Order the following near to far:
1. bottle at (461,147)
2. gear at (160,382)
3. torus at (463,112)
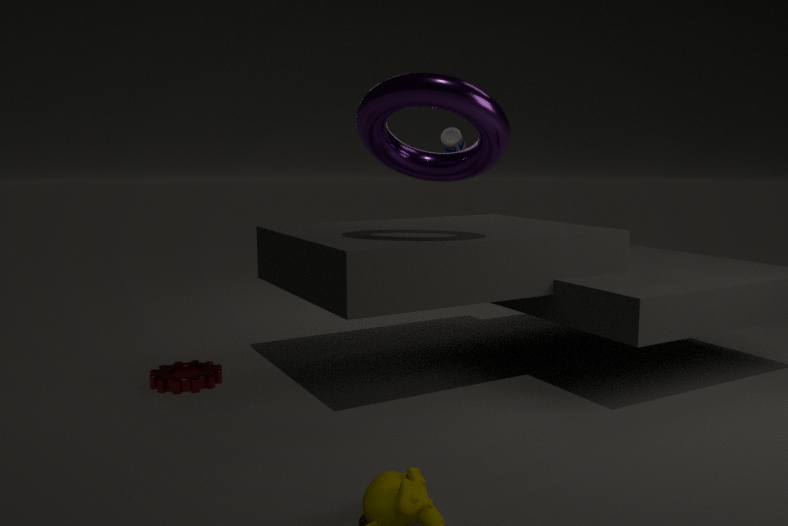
torus at (463,112) → gear at (160,382) → bottle at (461,147)
